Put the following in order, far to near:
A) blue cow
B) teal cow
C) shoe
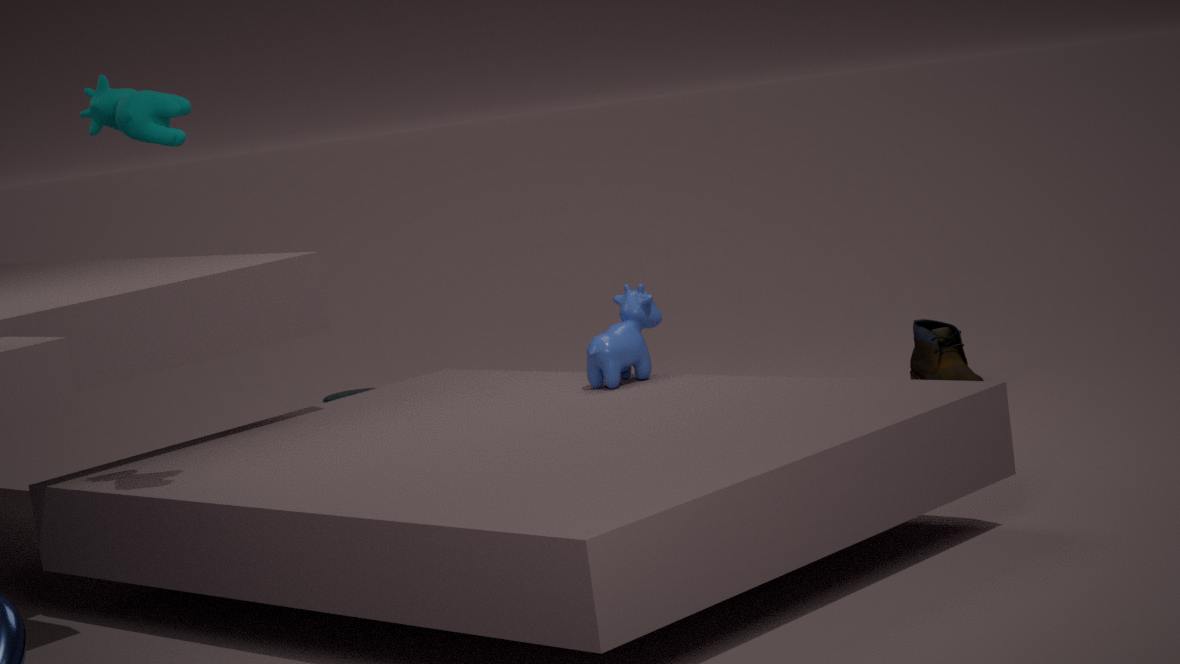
shoe
blue cow
teal cow
